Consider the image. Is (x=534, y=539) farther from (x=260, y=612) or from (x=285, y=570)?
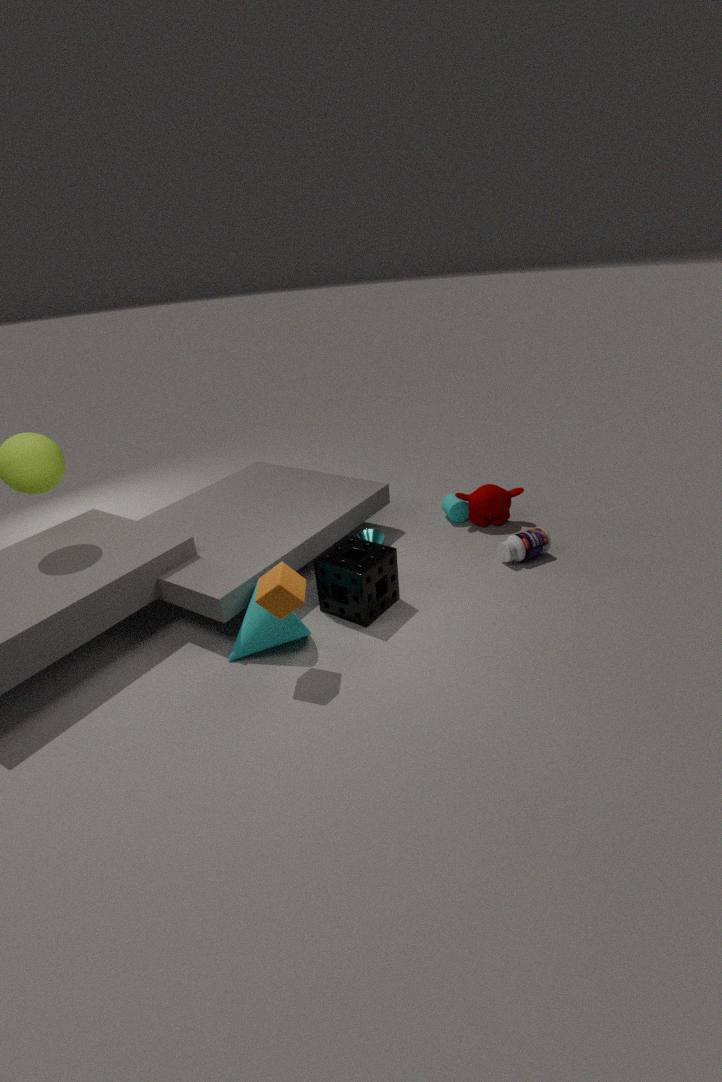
(x=285, y=570)
